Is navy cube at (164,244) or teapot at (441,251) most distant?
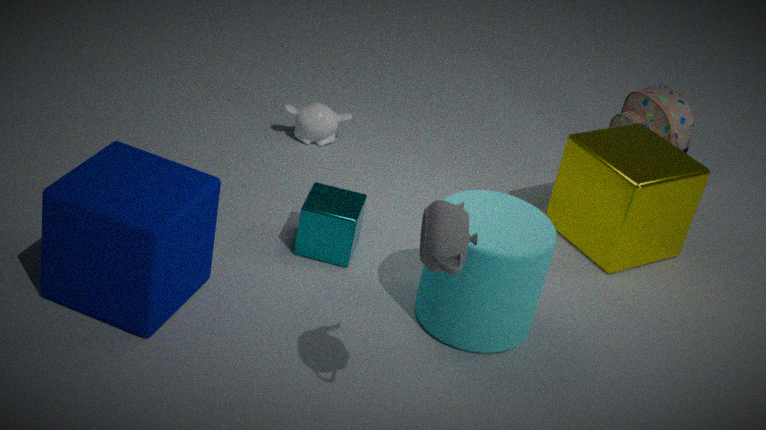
navy cube at (164,244)
